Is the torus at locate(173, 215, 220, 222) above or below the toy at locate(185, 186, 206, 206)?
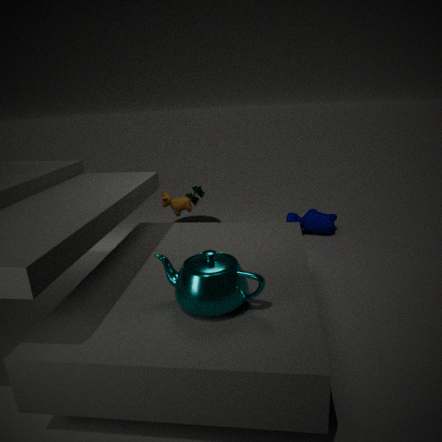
below
